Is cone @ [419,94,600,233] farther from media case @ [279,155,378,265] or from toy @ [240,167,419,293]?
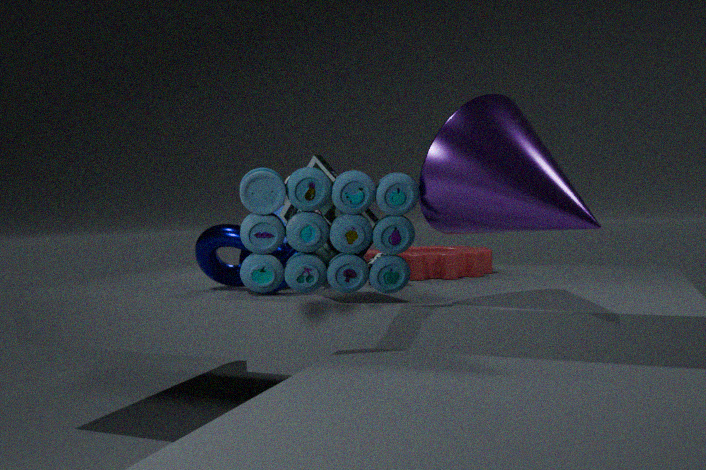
media case @ [279,155,378,265]
